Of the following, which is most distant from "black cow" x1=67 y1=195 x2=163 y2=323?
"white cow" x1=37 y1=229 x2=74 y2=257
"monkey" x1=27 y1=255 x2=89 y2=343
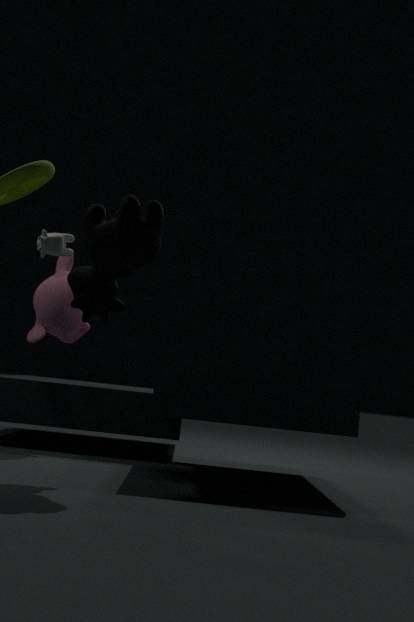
"monkey" x1=27 y1=255 x2=89 y2=343
